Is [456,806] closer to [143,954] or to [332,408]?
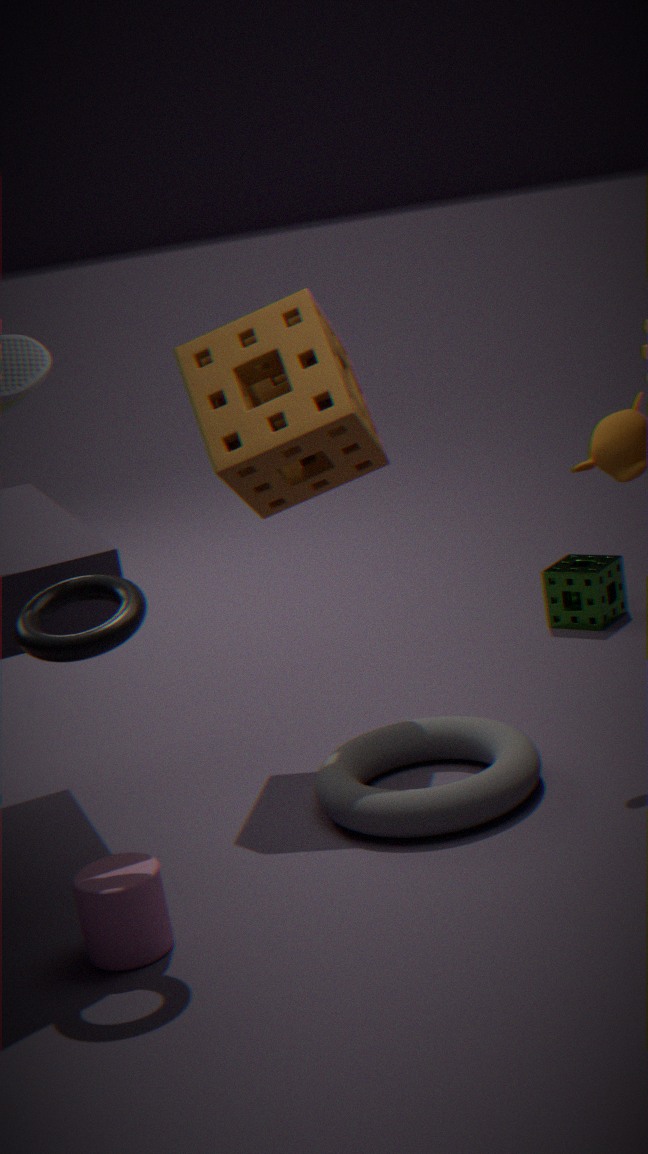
[143,954]
